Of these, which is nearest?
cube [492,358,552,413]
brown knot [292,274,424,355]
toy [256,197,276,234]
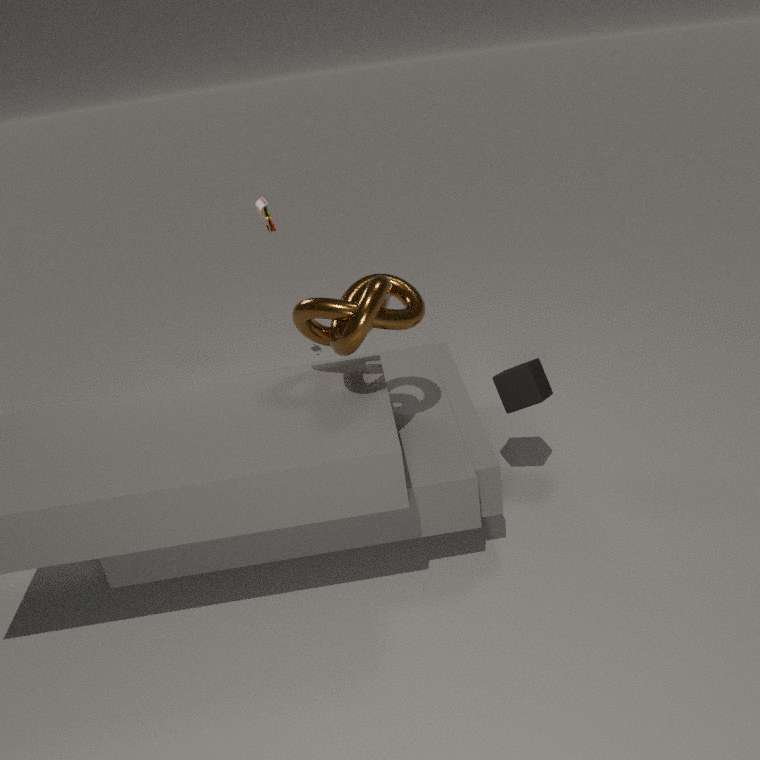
brown knot [292,274,424,355]
